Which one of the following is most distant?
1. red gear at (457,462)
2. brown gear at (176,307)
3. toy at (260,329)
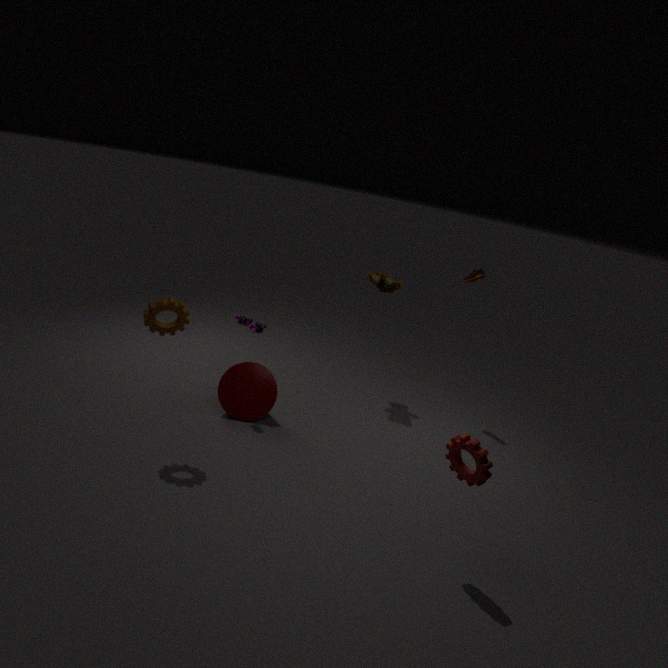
toy at (260,329)
